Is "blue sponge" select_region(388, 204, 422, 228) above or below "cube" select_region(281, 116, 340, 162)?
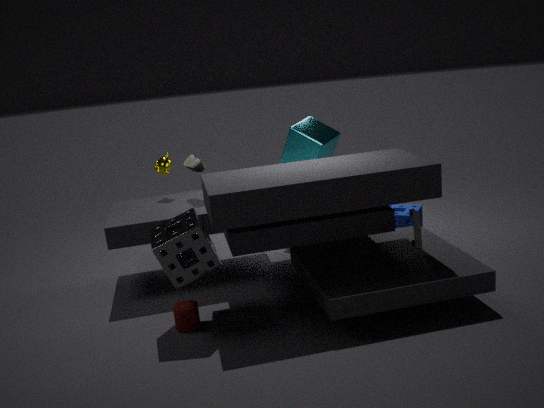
below
